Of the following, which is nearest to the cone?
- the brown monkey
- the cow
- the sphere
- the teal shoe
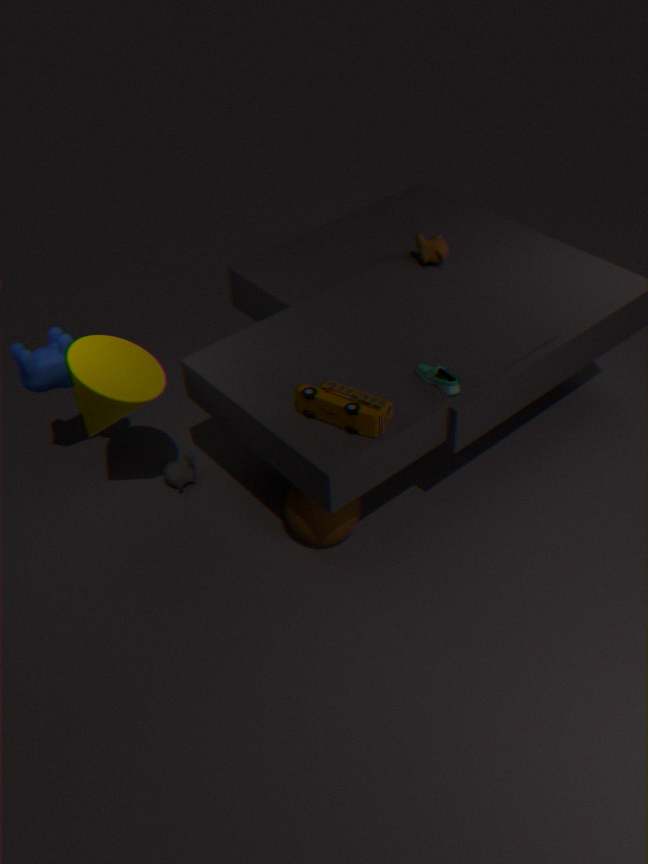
the cow
